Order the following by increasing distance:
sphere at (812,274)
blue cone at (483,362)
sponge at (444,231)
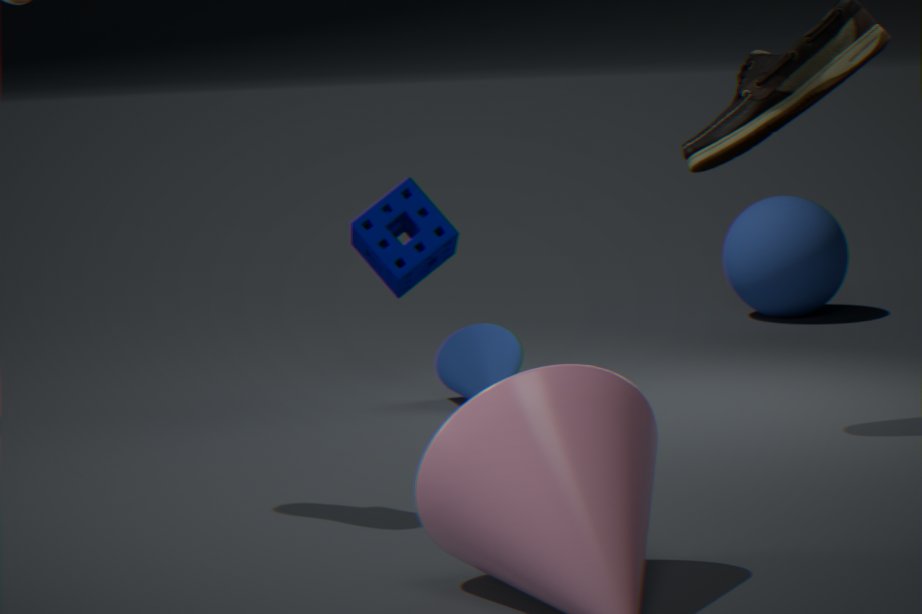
sponge at (444,231) → blue cone at (483,362) → sphere at (812,274)
